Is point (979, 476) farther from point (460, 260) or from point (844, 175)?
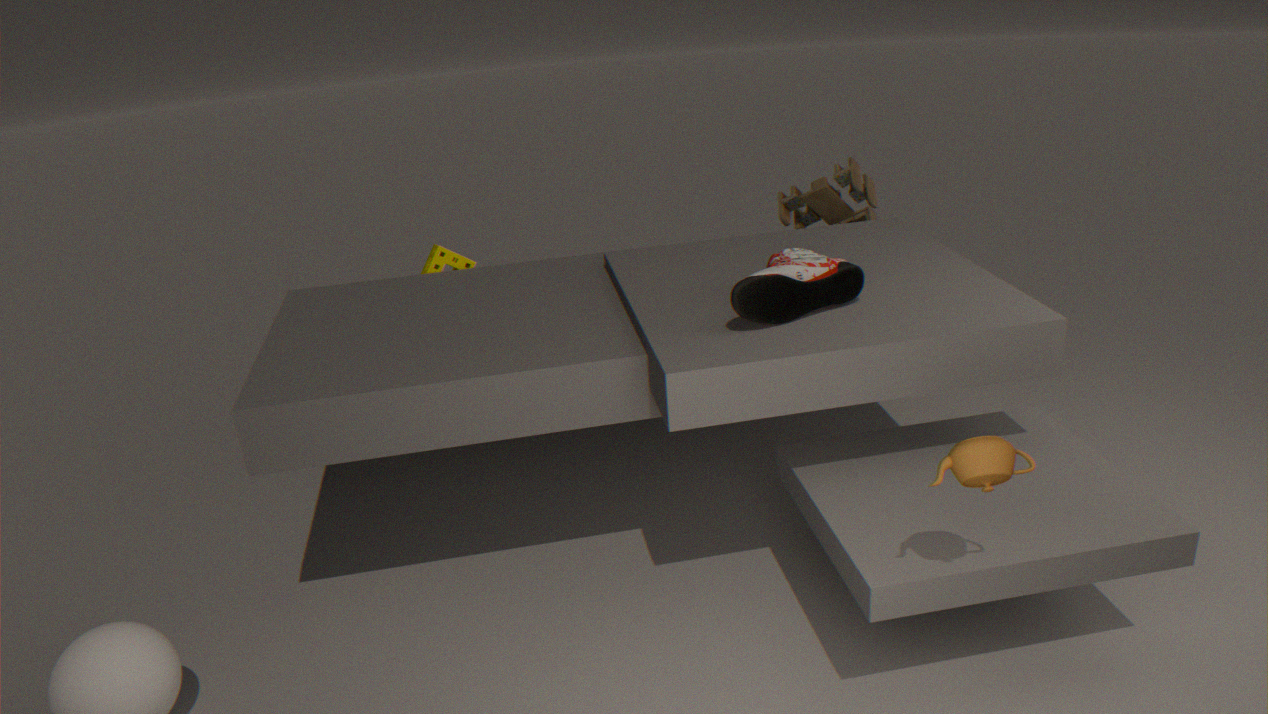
point (460, 260)
